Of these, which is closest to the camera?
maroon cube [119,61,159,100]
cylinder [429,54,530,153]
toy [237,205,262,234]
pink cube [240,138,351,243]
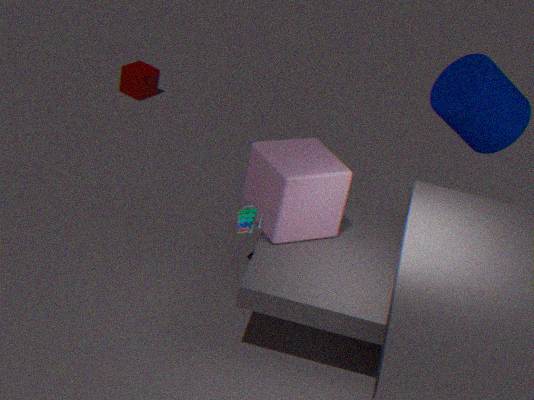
pink cube [240,138,351,243]
